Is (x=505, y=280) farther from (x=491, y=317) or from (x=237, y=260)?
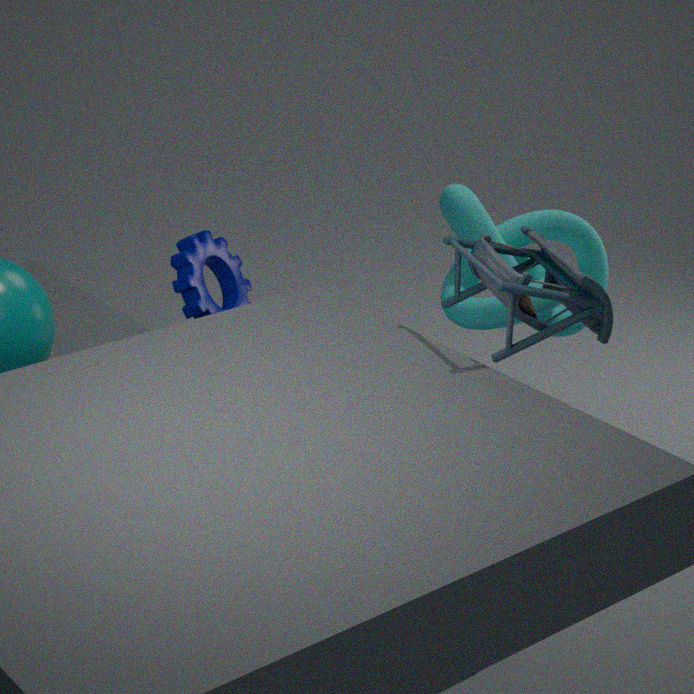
(x=237, y=260)
